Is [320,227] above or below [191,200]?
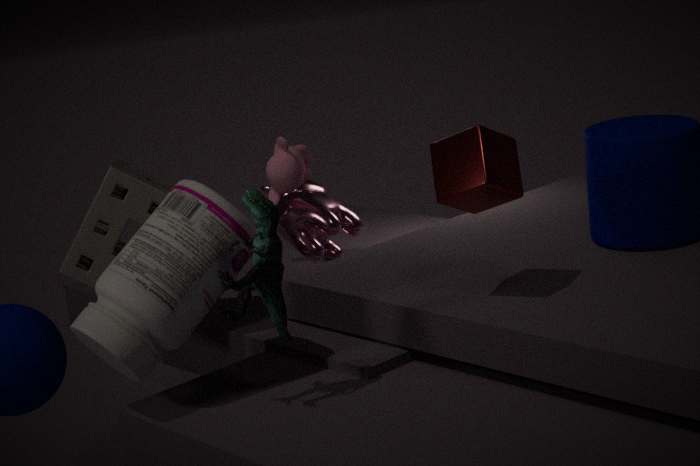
below
